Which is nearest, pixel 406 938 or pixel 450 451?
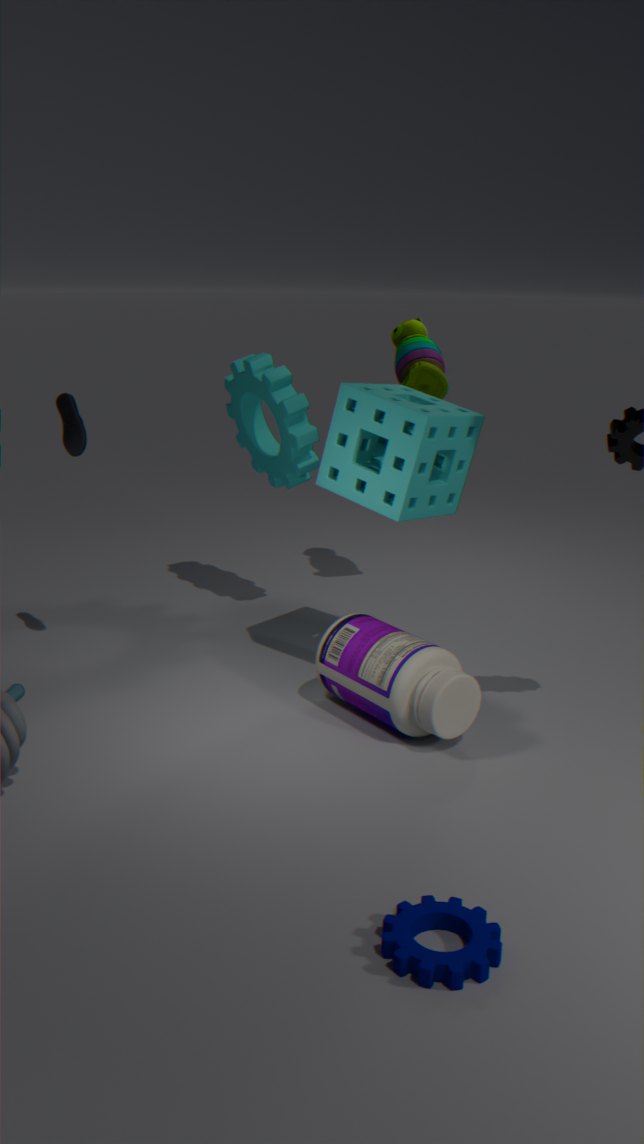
pixel 406 938
